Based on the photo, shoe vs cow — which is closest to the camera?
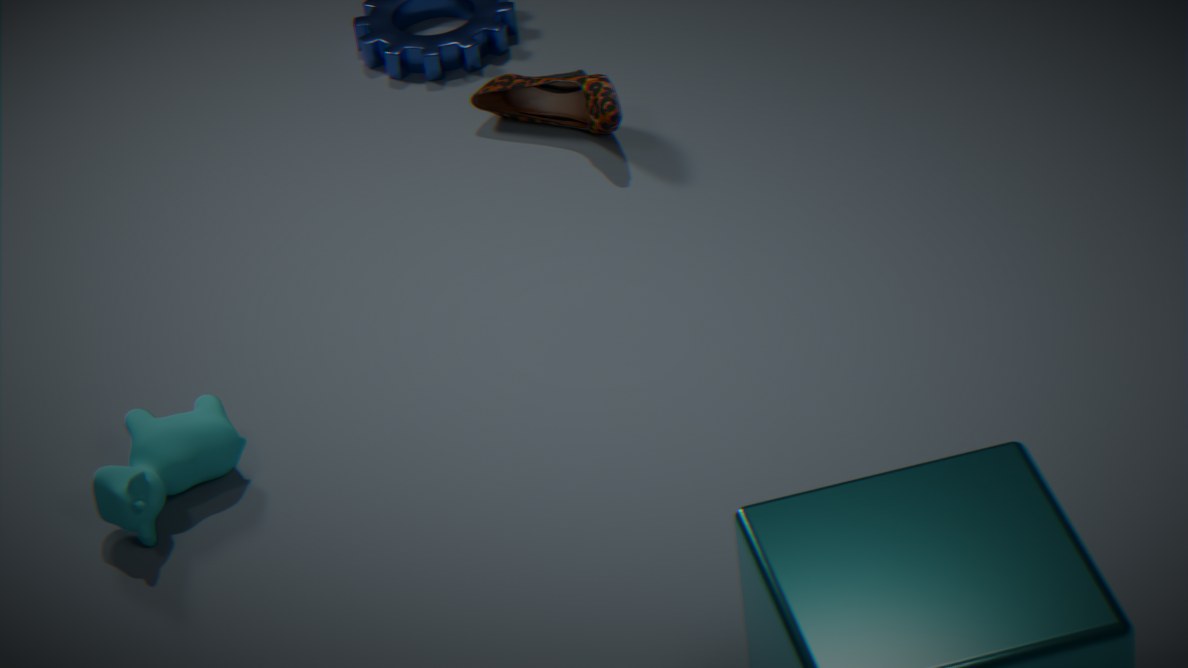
cow
